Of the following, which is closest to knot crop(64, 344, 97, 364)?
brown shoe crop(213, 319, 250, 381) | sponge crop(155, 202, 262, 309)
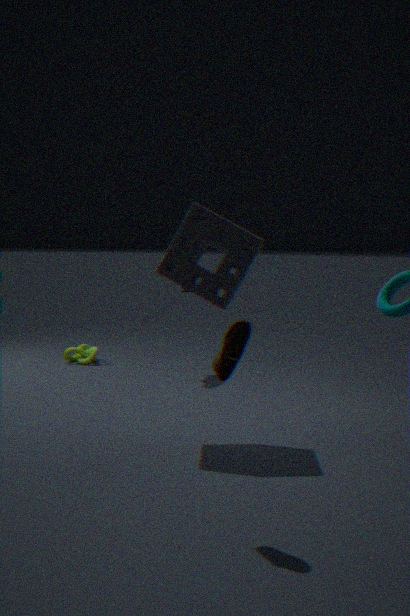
sponge crop(155, 202, 262, 309)
